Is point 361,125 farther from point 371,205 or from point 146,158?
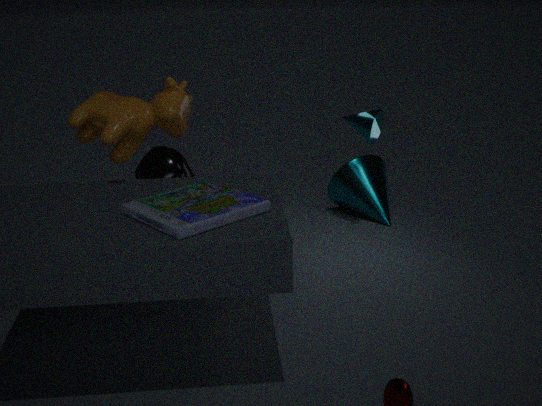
point 146,158
